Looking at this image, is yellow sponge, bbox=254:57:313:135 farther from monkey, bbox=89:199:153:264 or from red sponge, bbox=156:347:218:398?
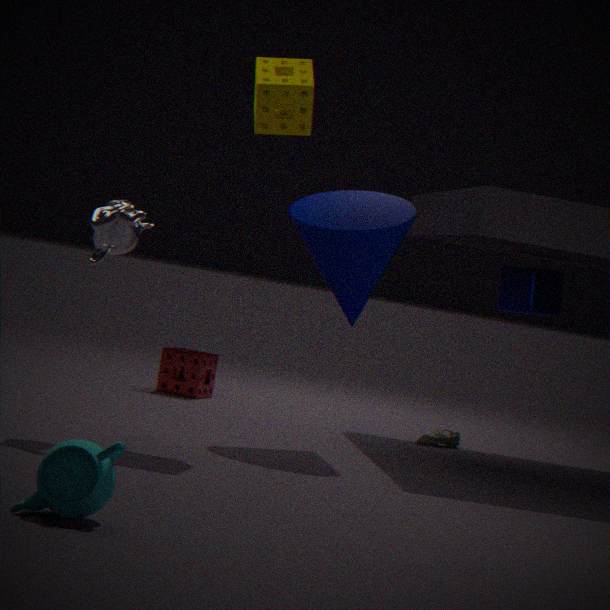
red sponge, bbox=156:347:218:398
